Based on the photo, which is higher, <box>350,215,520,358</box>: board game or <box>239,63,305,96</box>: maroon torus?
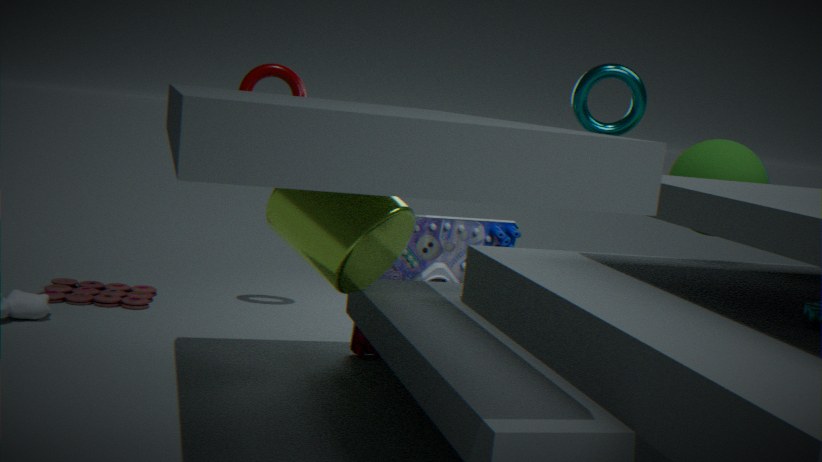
<box>239,63,305,96</box>: maroon torus
